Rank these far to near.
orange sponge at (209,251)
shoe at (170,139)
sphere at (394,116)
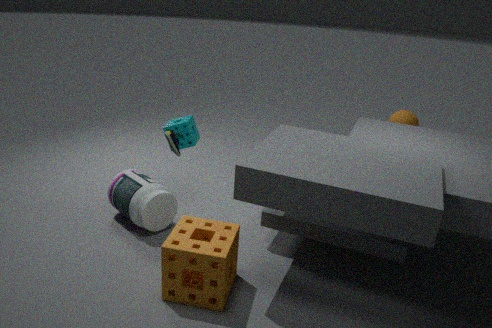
sphere at (394,116) → shoe at (170,139) → orange sponge at (209,251)
